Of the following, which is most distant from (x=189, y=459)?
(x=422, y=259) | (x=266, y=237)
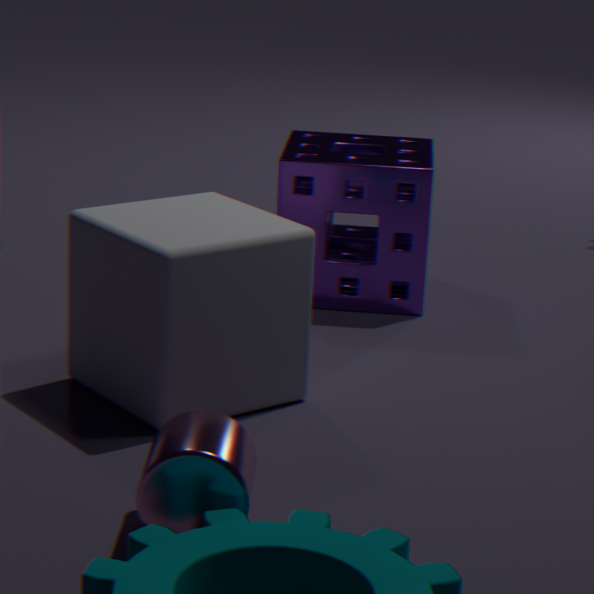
→ (x=422, y=259)
